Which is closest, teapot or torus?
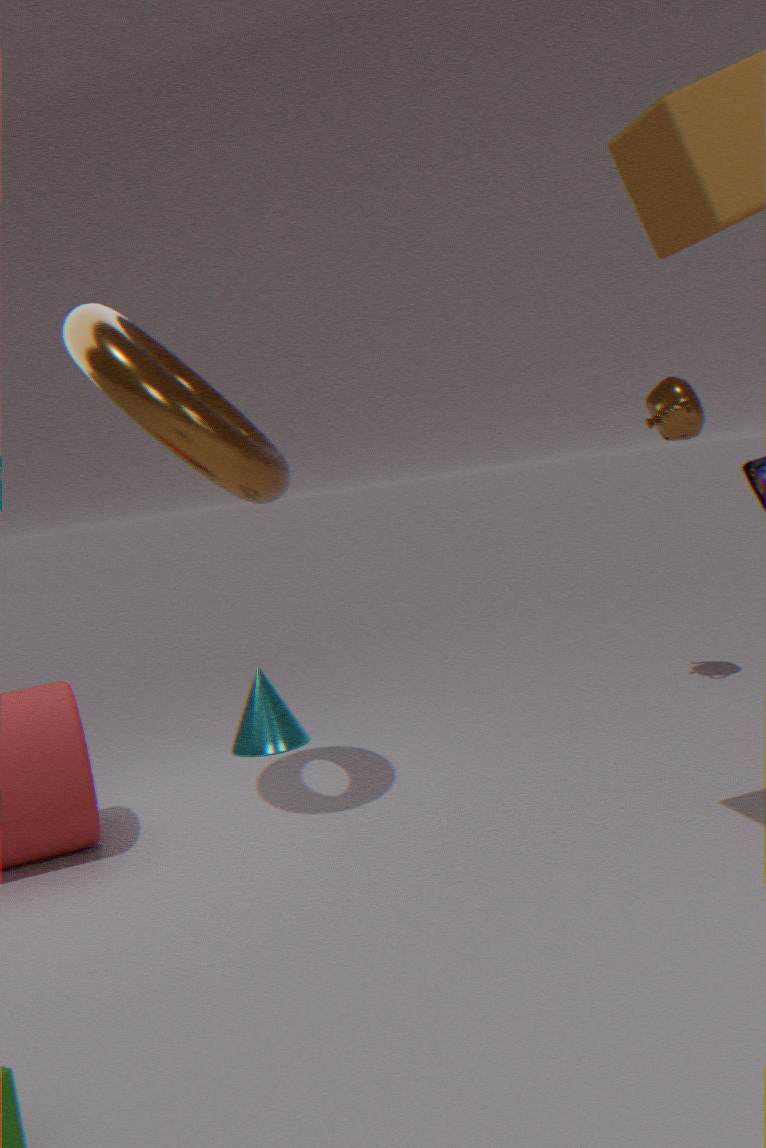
torus
